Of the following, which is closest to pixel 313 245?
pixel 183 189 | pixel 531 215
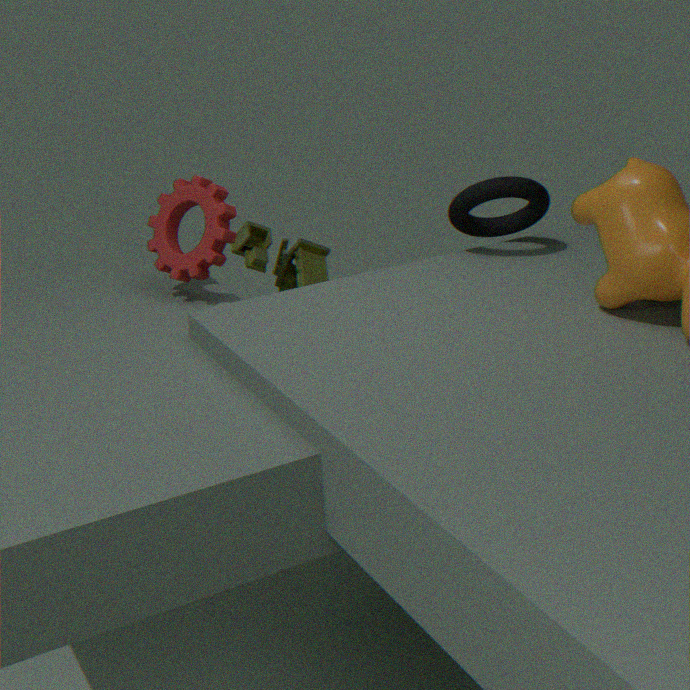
pixel 183 189
